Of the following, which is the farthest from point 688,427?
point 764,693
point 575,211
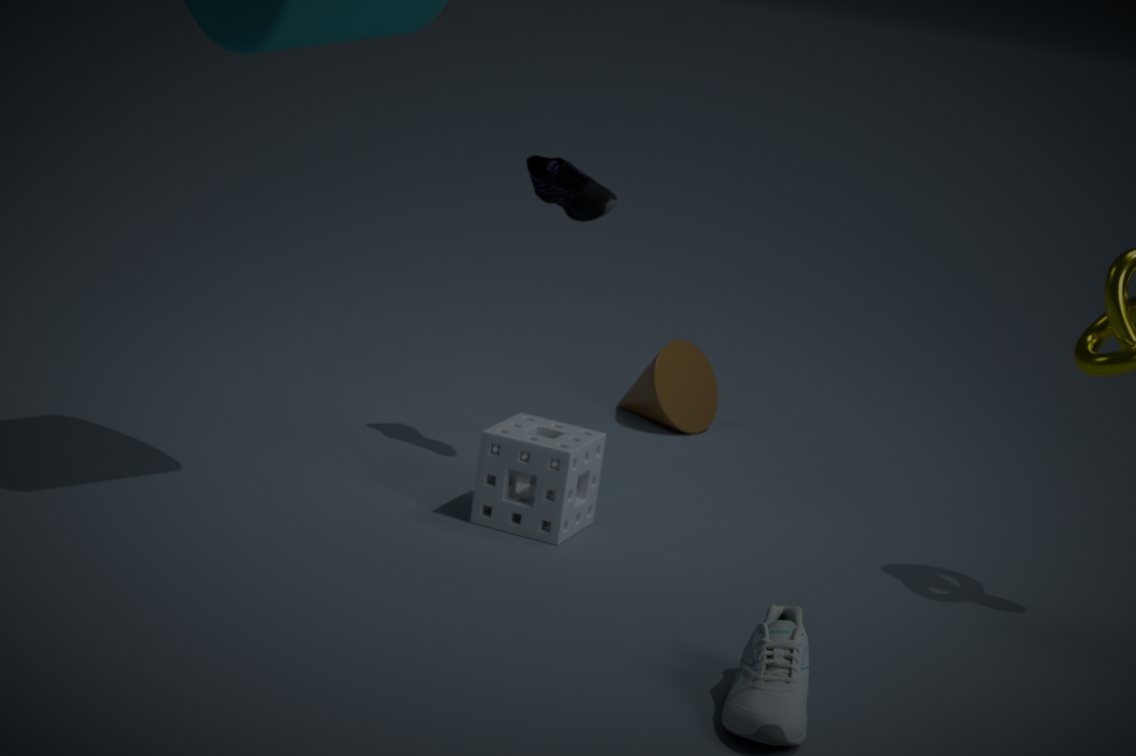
point 764,693
